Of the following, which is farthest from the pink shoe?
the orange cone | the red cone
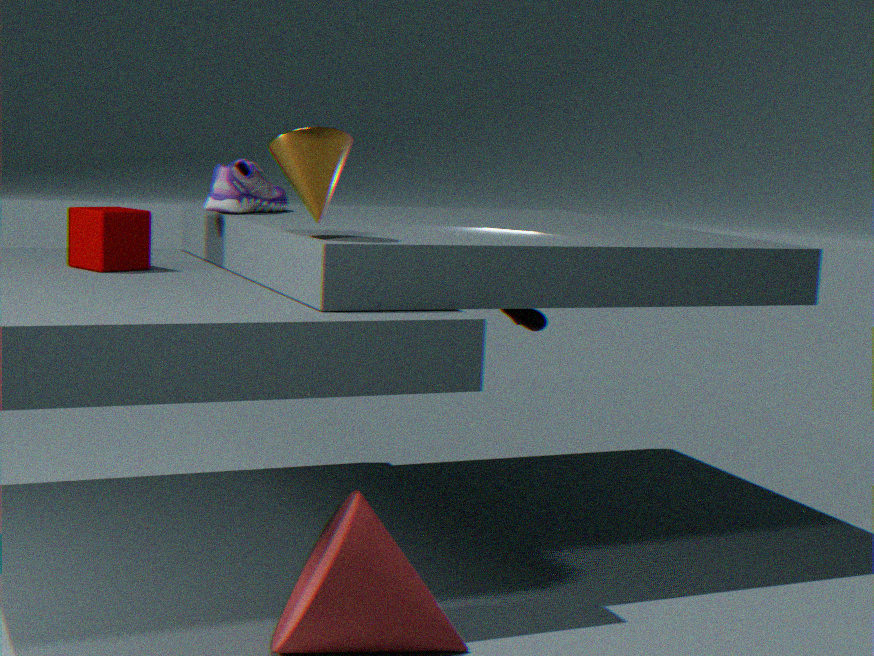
the red cone
